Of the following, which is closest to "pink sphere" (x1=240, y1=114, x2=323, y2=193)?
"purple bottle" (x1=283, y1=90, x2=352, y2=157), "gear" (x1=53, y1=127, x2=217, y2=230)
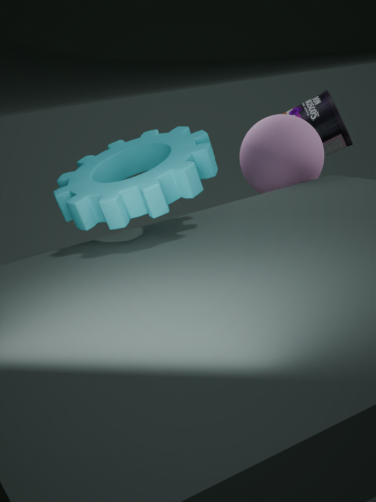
"gear" (x1=53, y1=127, x2=217, y2=230)
